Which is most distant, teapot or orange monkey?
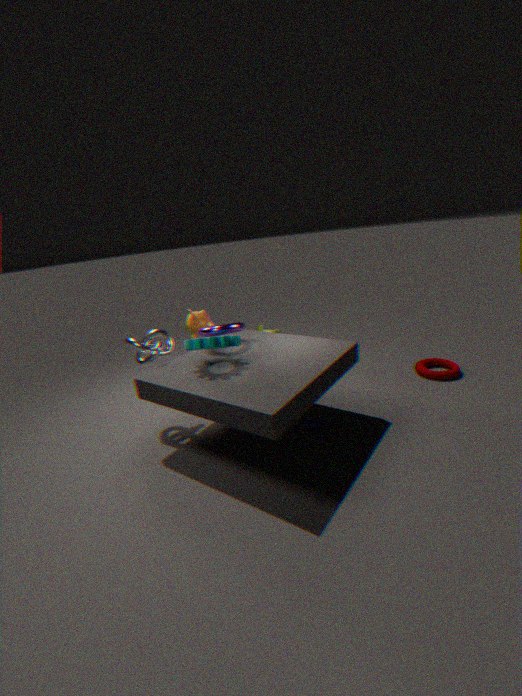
orange monkey
